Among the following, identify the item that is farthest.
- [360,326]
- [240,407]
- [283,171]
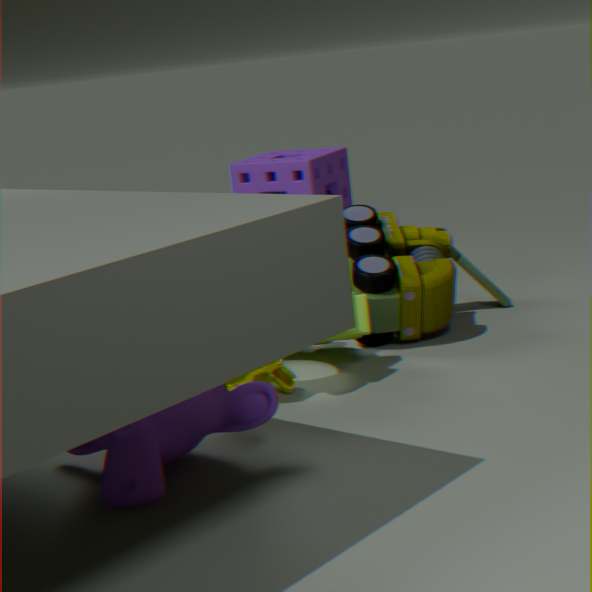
[283,171]
